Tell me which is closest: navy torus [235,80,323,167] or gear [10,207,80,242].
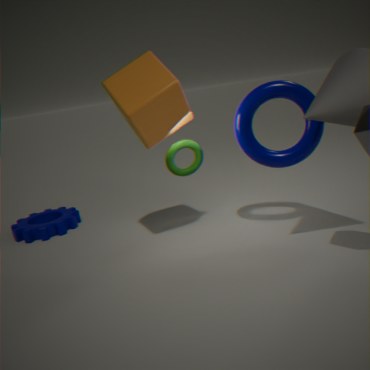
navy torus [235,80,323,167]
